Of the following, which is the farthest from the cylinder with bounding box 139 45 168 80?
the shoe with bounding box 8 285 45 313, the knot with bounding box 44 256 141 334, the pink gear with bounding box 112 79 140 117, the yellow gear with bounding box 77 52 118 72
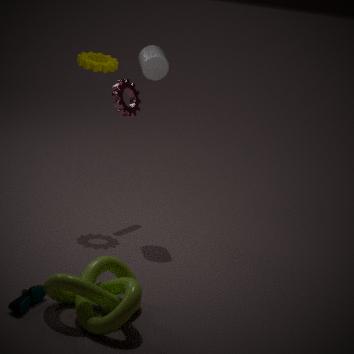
the shoe with bounding box 8 285 45 313
